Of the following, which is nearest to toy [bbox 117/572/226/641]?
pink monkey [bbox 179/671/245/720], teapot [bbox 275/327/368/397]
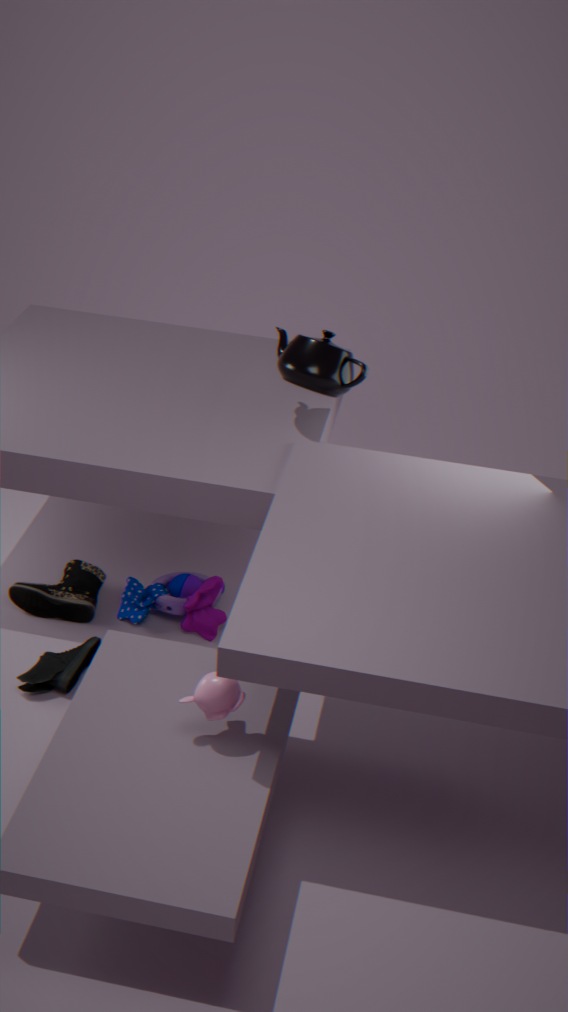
pink monkey [bbox 179/671/245/720]
